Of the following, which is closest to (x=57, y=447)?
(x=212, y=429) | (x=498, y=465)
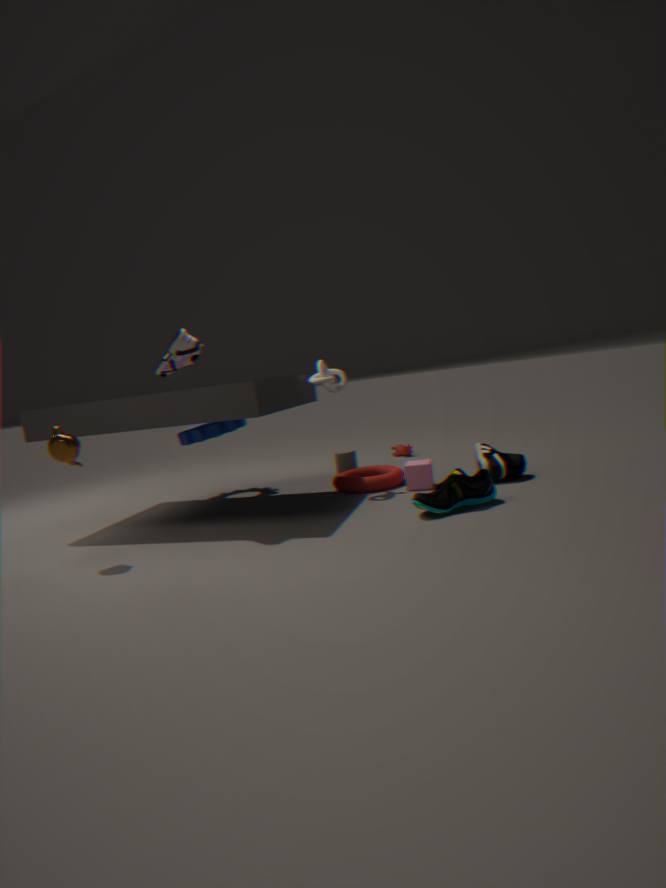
(x=212, y=429)
